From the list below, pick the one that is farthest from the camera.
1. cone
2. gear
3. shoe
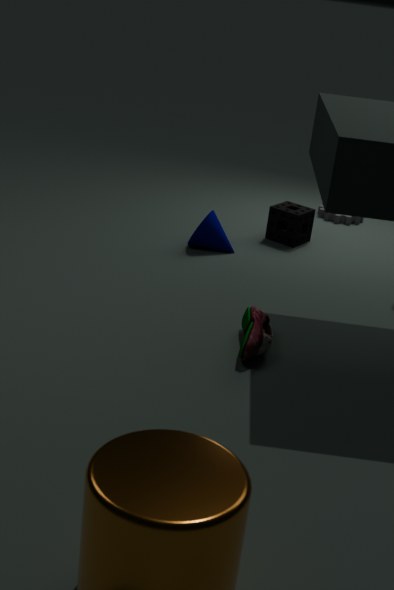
gear
